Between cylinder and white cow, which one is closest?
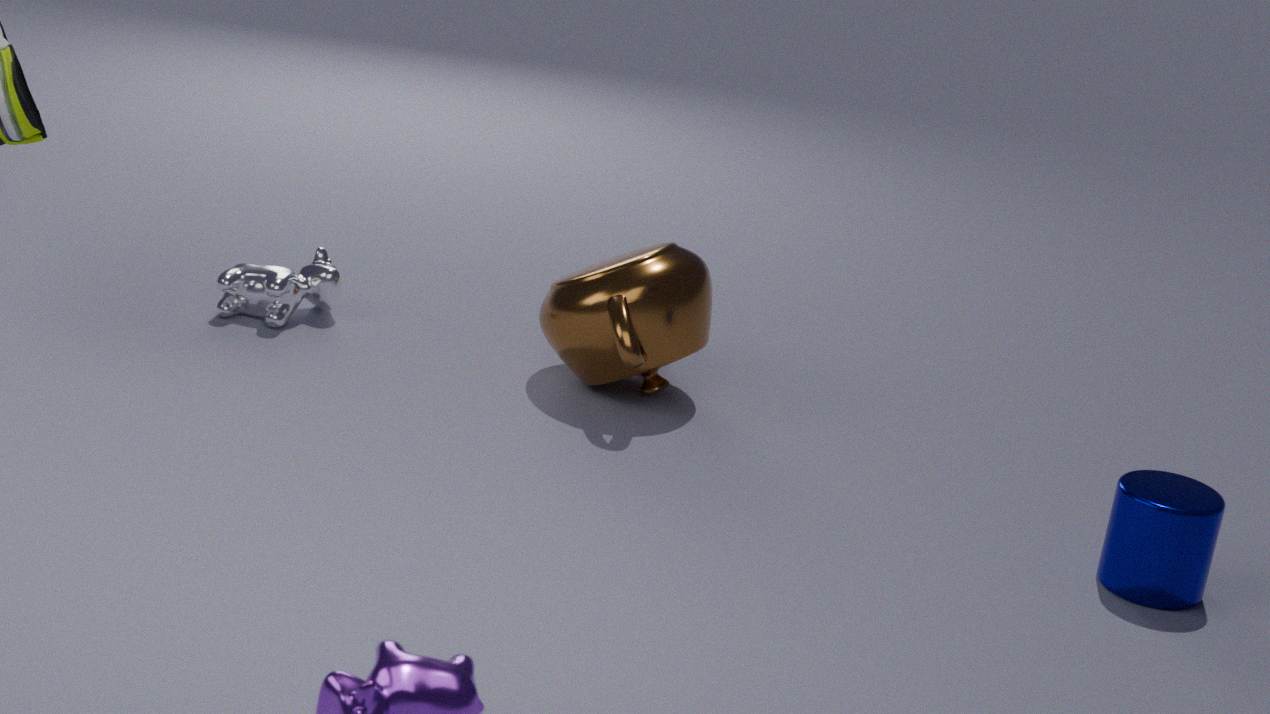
cylinder
